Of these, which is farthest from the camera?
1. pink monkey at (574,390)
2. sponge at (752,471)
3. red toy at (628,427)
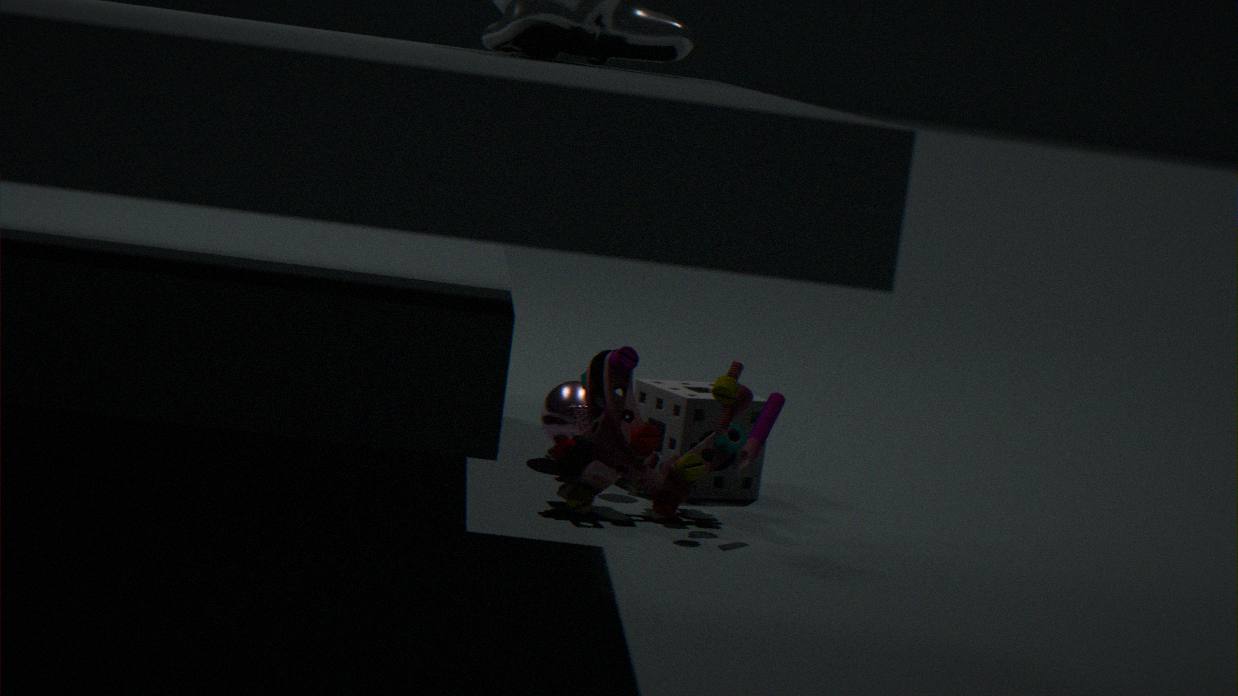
pink monkey at (574,390)
